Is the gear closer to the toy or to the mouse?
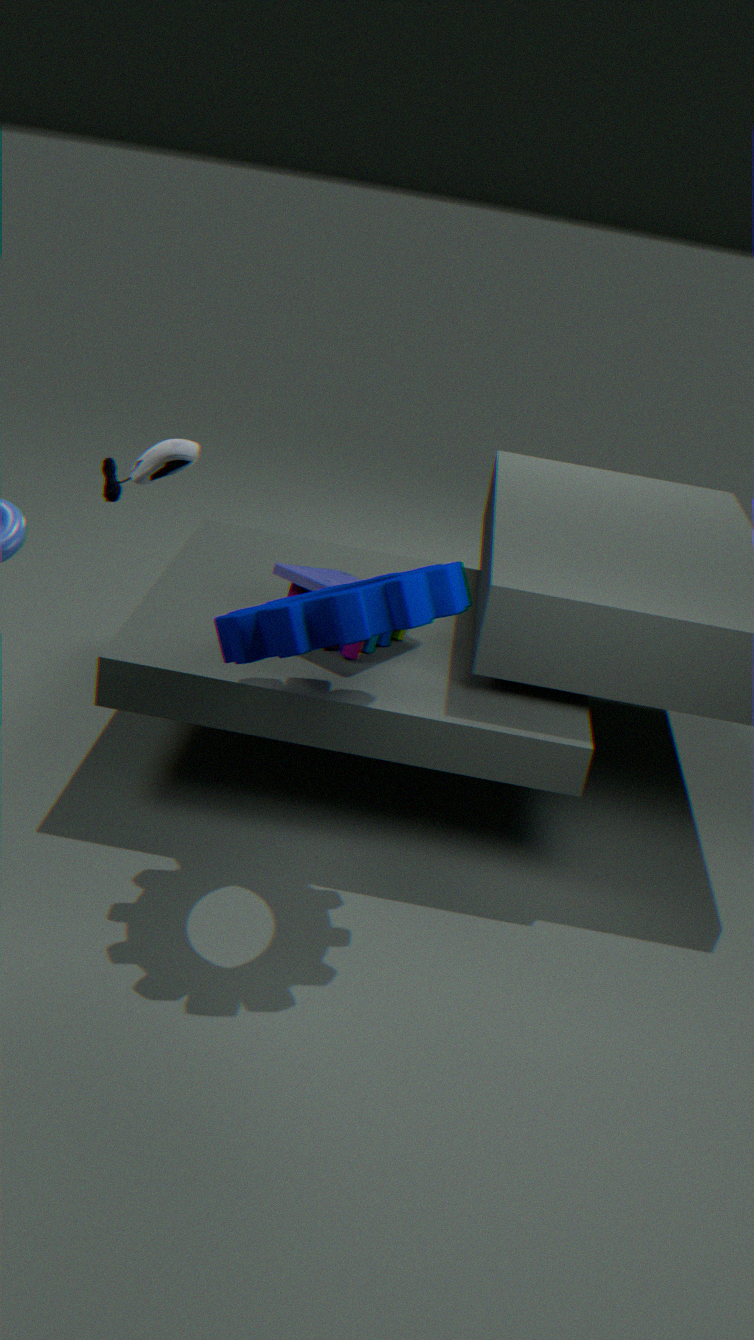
the toy
